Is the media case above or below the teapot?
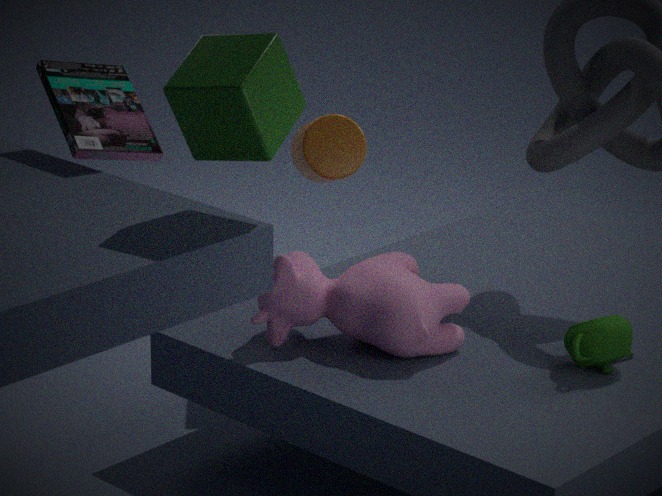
above
